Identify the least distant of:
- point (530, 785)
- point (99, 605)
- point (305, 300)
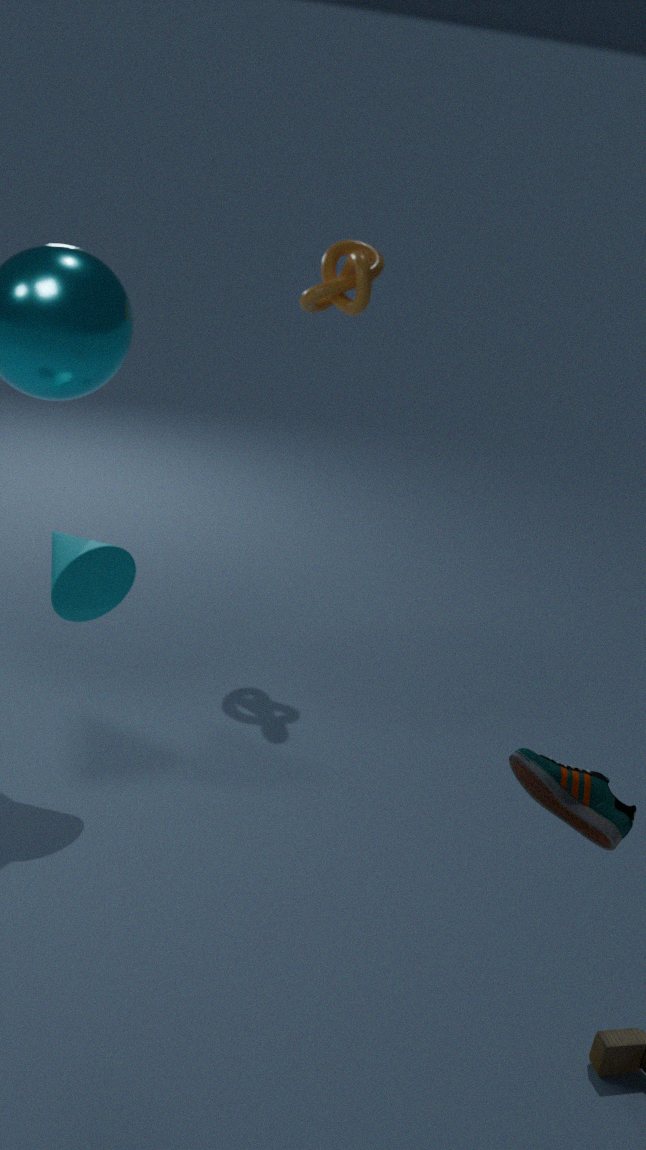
point (530, 785)
